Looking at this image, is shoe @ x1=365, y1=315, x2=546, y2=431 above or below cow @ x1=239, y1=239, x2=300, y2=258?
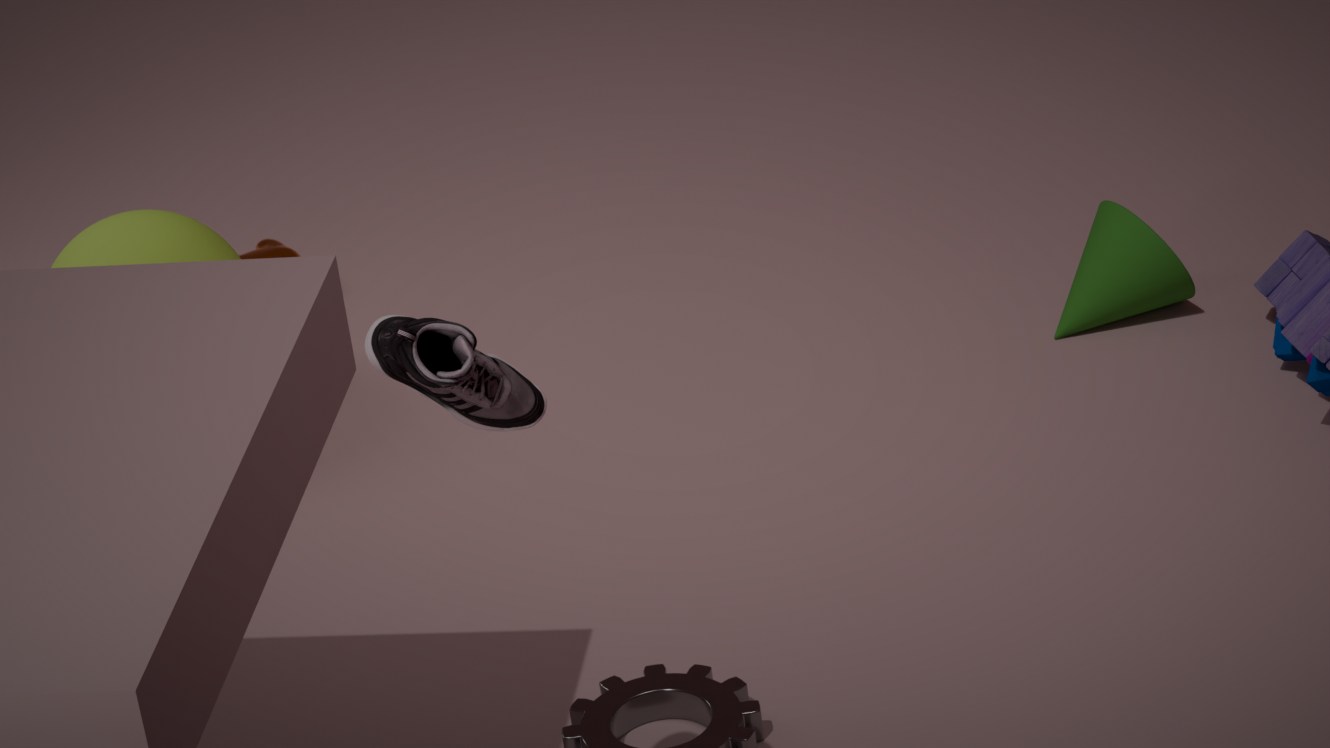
above
